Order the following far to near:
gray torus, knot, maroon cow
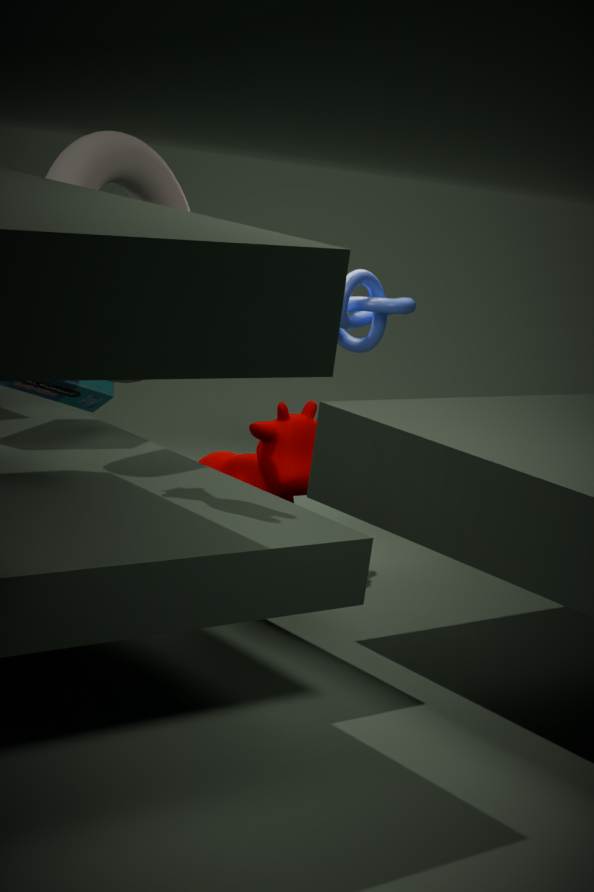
1. knot
2. maroon cow
3. gray torus
